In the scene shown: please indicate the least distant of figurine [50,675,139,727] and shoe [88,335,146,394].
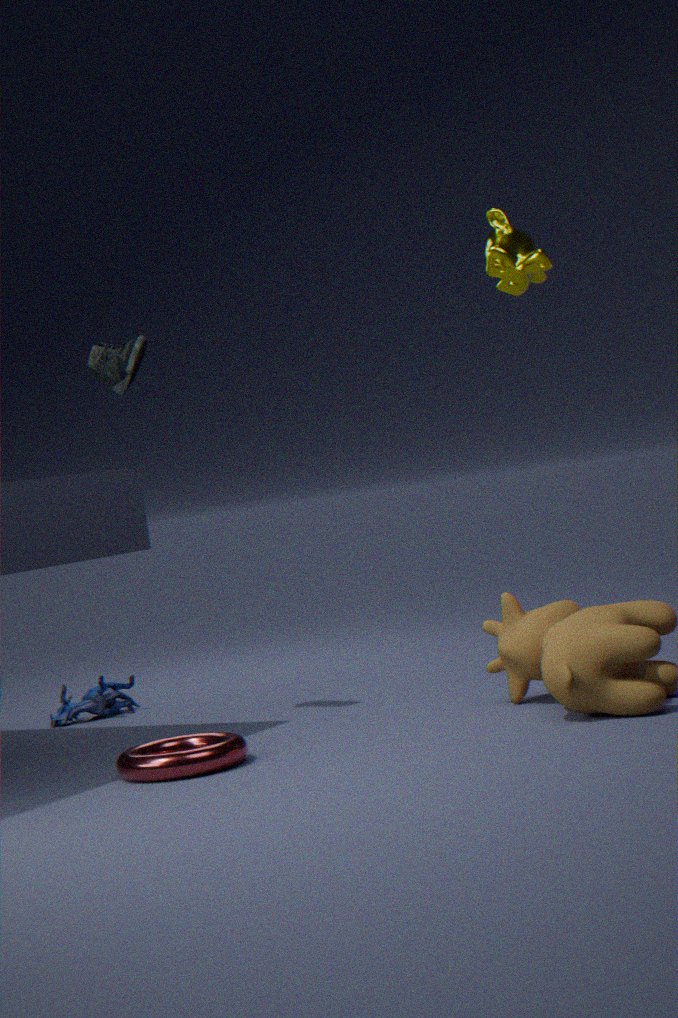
shoe [88,335,146,394]
